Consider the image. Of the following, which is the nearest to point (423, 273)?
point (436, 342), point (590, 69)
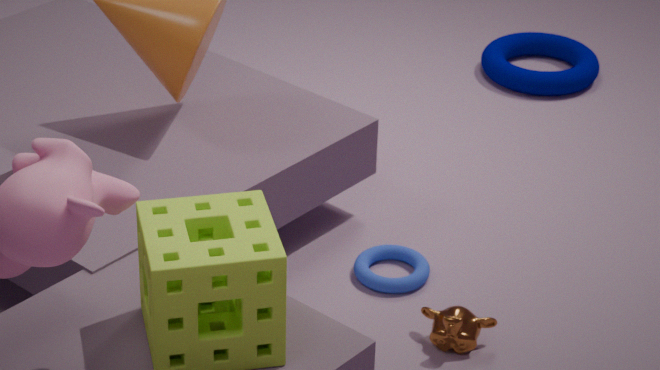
point (436, 342)
